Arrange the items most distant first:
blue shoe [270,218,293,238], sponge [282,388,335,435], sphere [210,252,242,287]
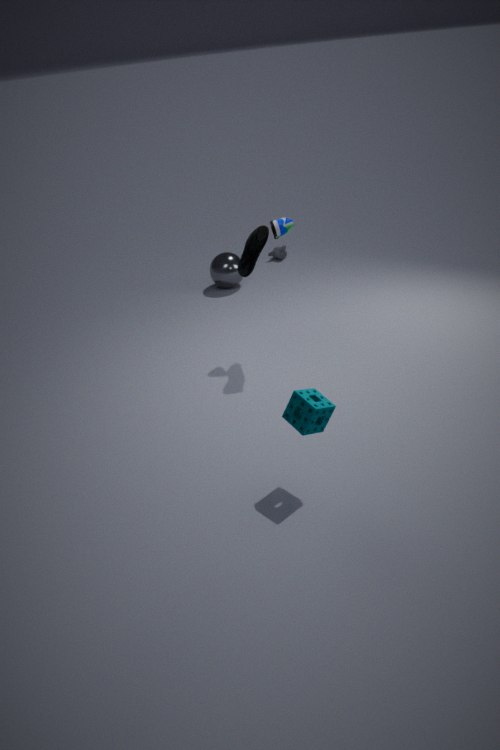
sphere [210,252,242,287]
blue shoe [270,218,293,238]
sponge [282,388,335,435]
